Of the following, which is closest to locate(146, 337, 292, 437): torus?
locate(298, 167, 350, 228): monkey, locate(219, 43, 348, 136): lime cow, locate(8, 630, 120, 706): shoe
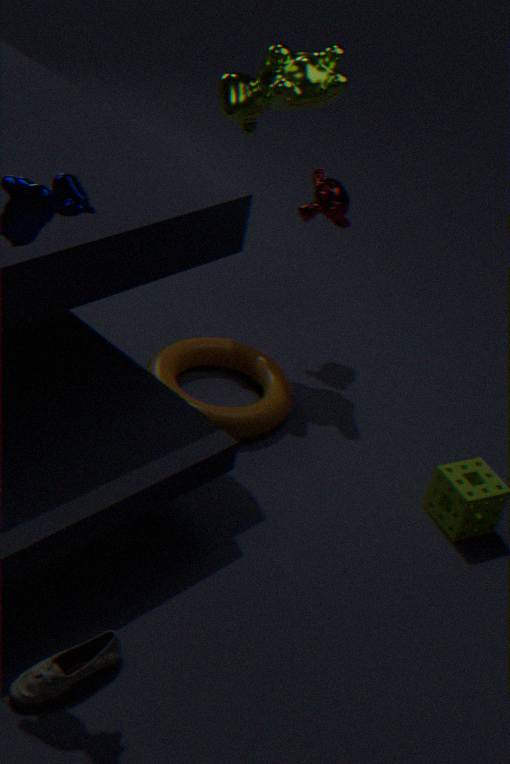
locate(298, 167, 350, 228): monkey
